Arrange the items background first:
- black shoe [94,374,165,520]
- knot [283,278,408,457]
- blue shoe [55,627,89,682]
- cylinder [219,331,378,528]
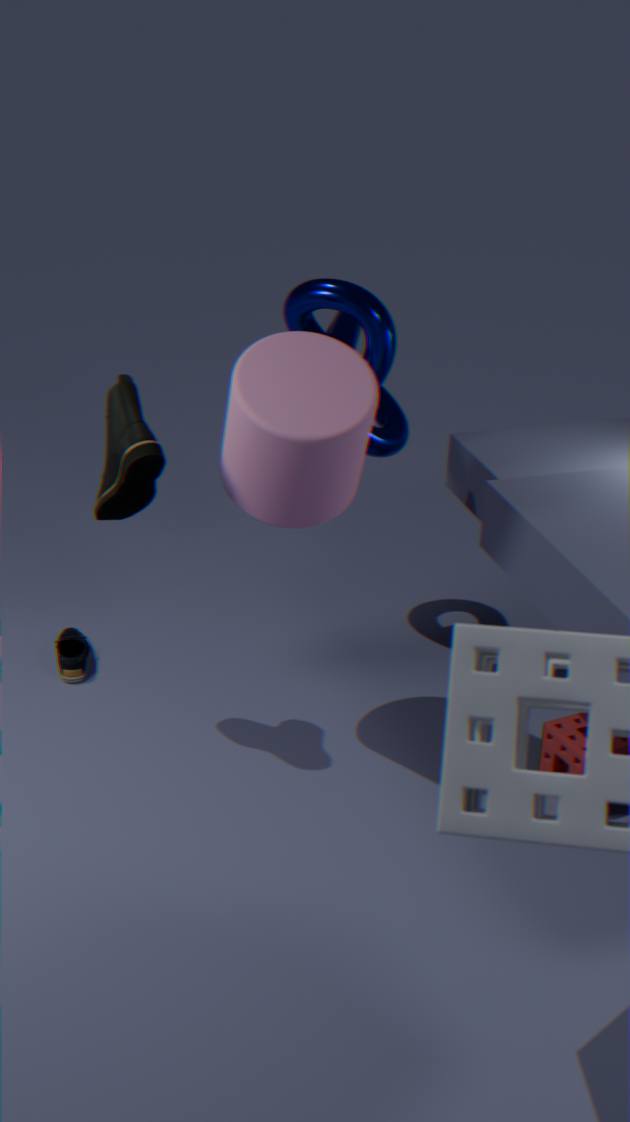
blue shoe [55,627,89,682] → knot [283,278,408,457] → black shoe [94,374,165,520] → cylinder [219,331,378,528]
